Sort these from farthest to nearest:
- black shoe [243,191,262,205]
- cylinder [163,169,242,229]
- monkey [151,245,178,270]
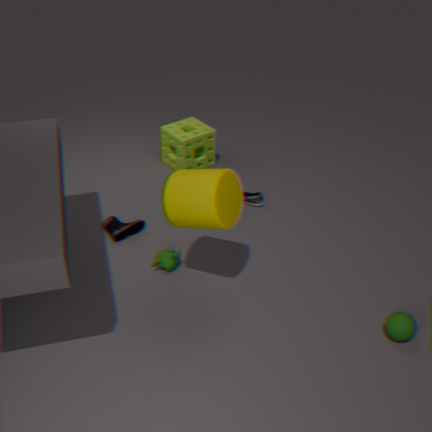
1. black shoe [243,191,262,205]
2. monkey [151,245,178,270]
3. cylinder [163,169,242,229]
